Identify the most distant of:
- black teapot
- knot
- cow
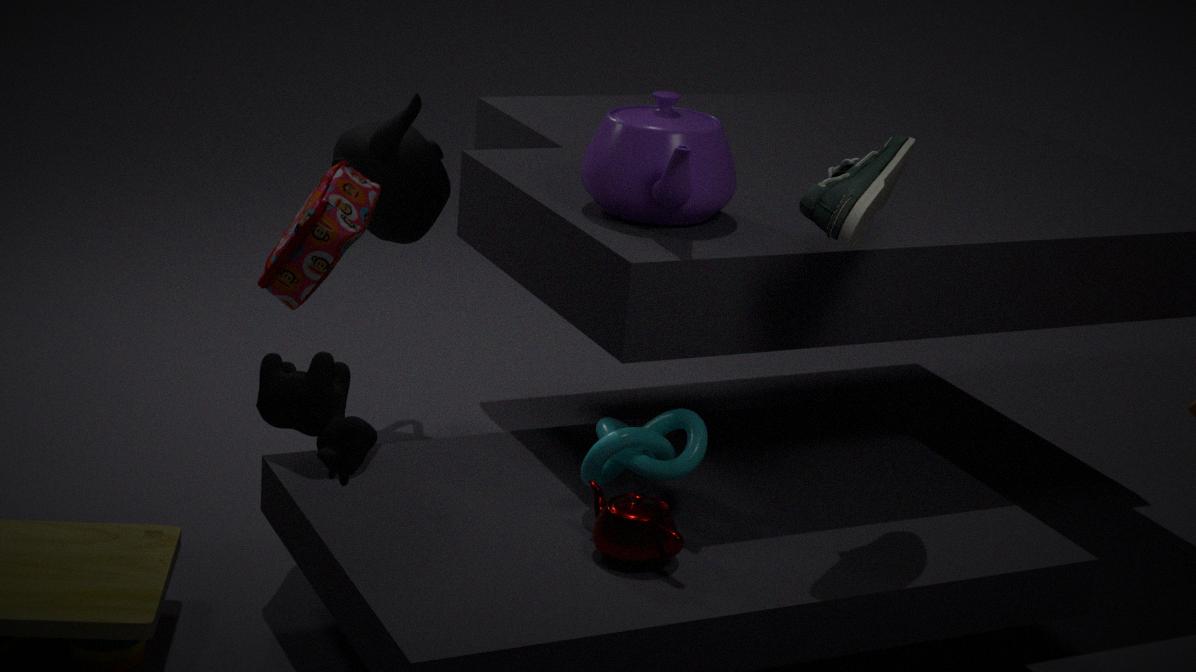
black teapot
